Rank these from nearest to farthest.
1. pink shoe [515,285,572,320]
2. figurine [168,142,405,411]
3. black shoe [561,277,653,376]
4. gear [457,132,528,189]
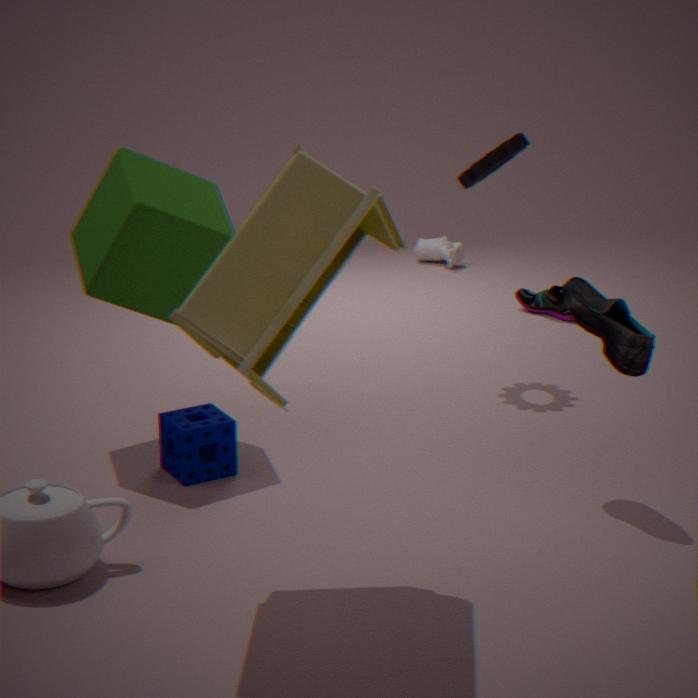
figurine [168,142,405,411] → black shoe [561,277,653,376] → gear [457,132,528,189] → pink shoe [515,285,572,320]
